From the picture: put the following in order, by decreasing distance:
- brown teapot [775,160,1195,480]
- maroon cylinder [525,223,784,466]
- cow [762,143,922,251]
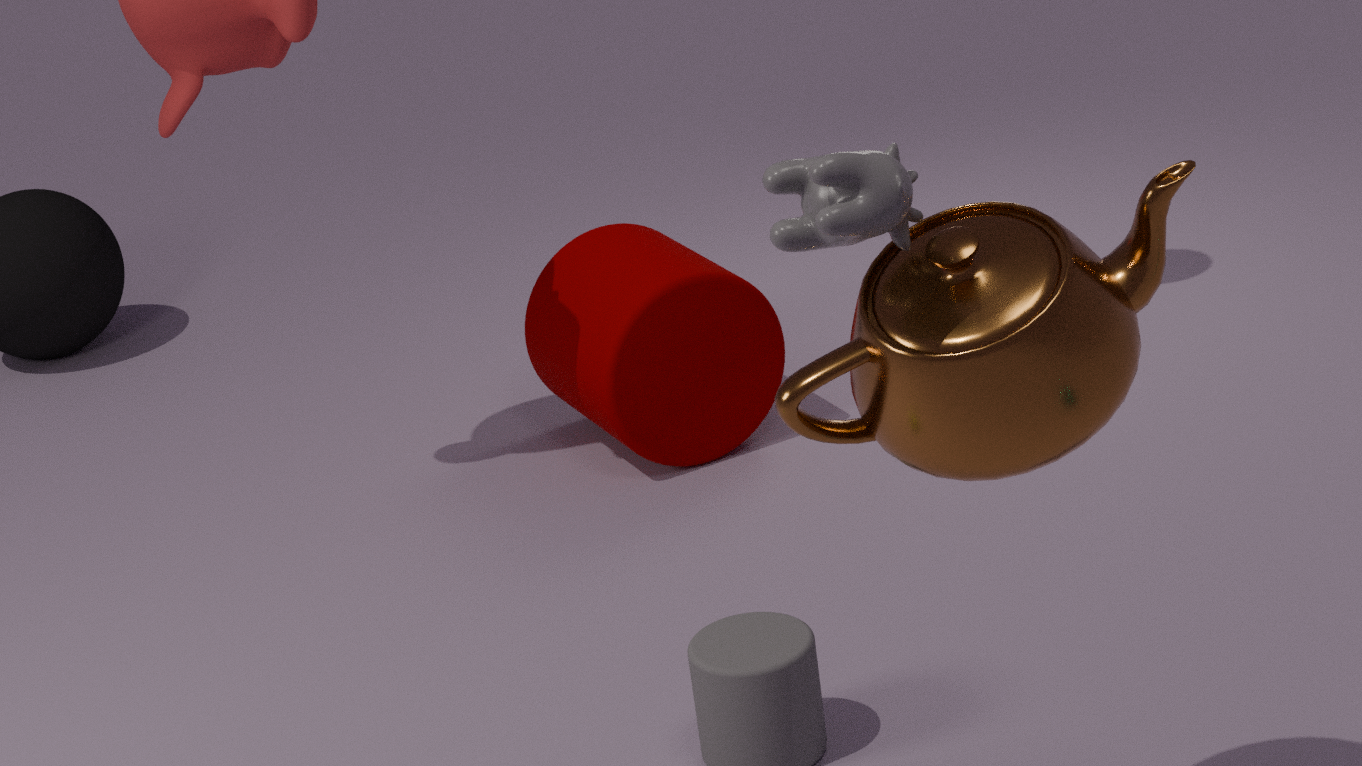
1. maroon cylinder [525,223,784,466]
2. brown teapot [775,160,1195,480]
3. cow [762,143,922,251]
